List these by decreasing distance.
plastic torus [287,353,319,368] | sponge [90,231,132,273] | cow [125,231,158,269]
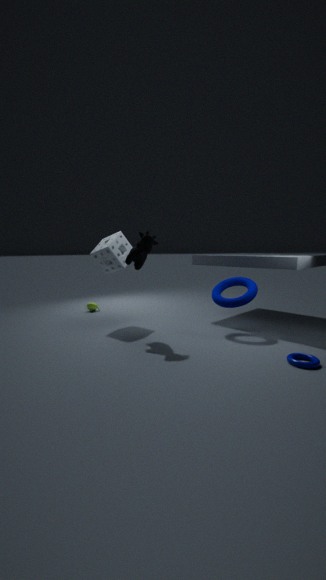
1. sponge [90,231,132,273]
2. cow [125,231,158,269]
3. plastic torus [287,353,319,368]
